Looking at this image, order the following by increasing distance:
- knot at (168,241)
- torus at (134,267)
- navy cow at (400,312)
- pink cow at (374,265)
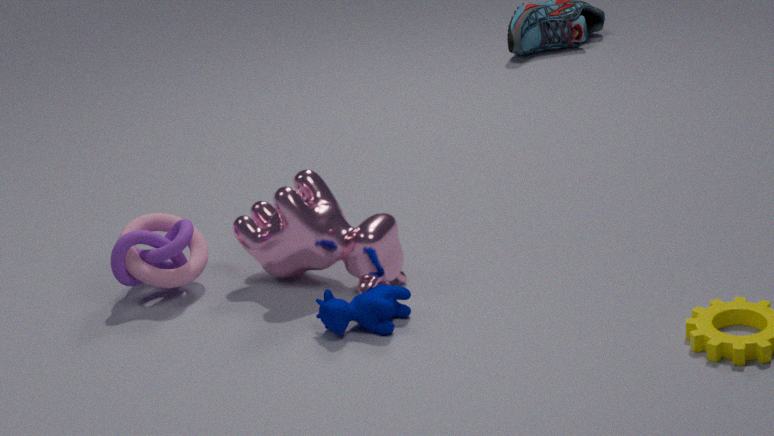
navy cow at (400,312), pink cow at (374,265), knot at (168,241), torus at (134,267)
